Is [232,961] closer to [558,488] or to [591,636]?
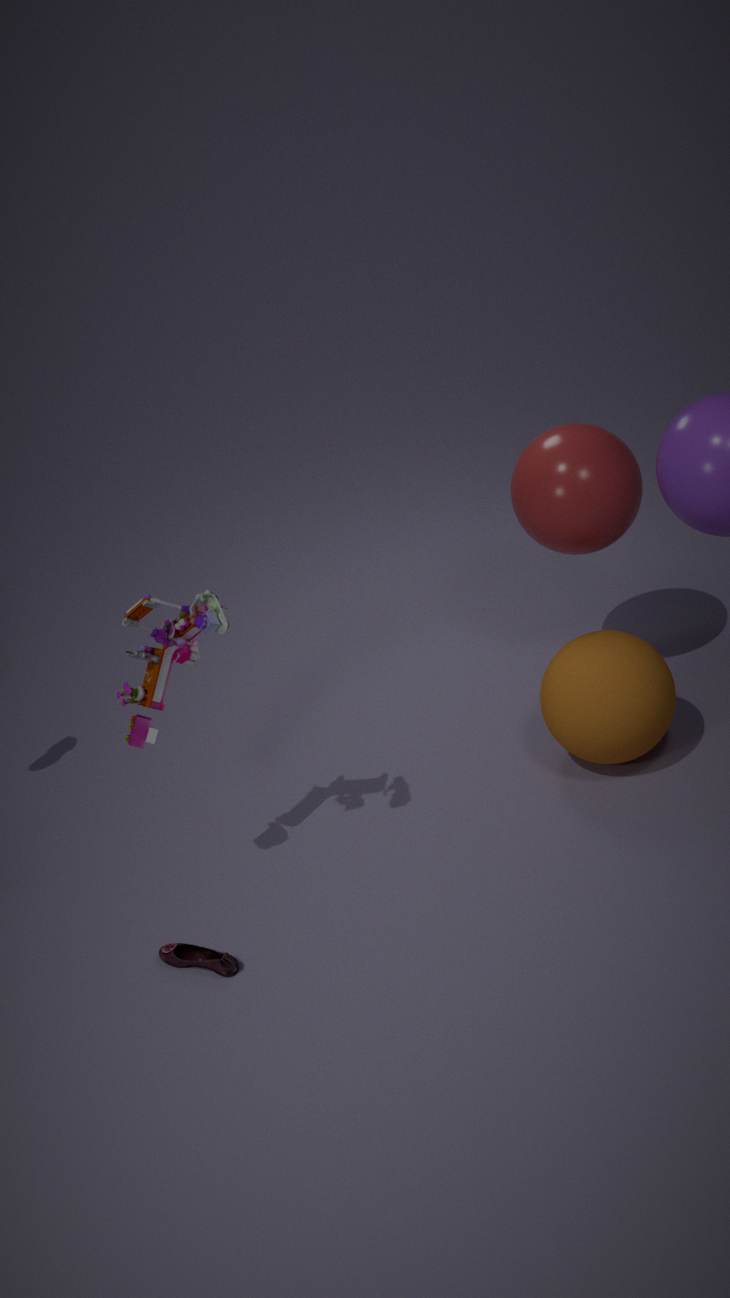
[591,636]
